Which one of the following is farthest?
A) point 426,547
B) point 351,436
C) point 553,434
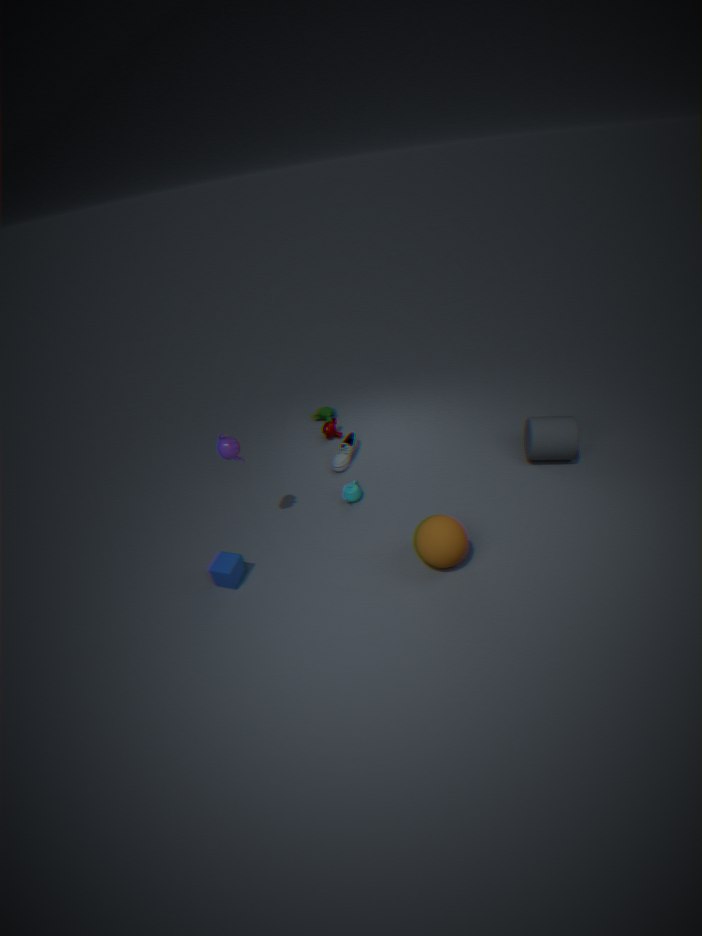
point 351,436
